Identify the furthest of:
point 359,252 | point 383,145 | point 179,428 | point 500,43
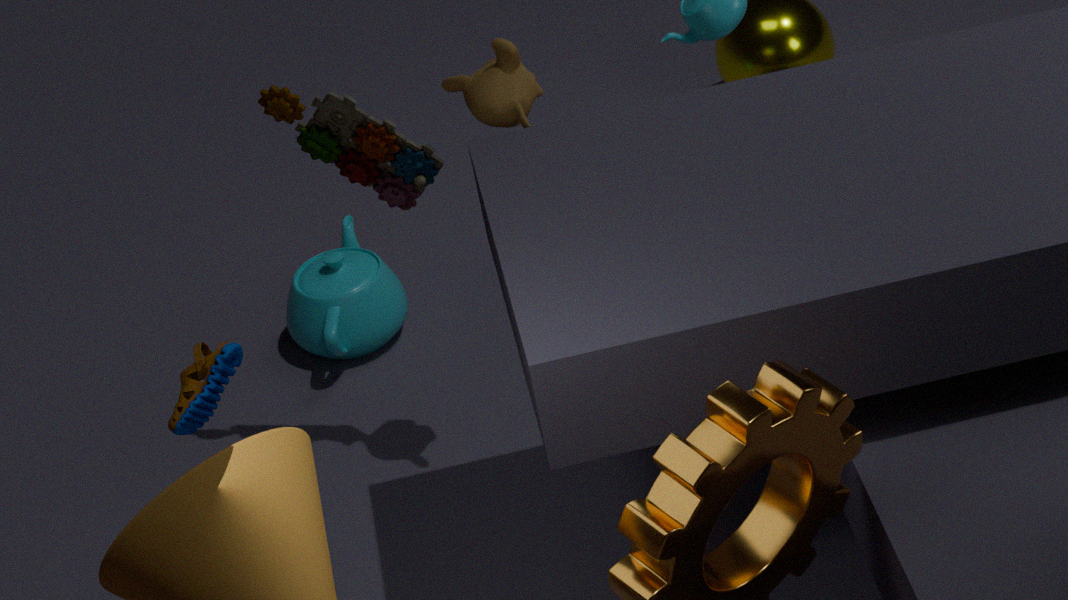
point 359,252
